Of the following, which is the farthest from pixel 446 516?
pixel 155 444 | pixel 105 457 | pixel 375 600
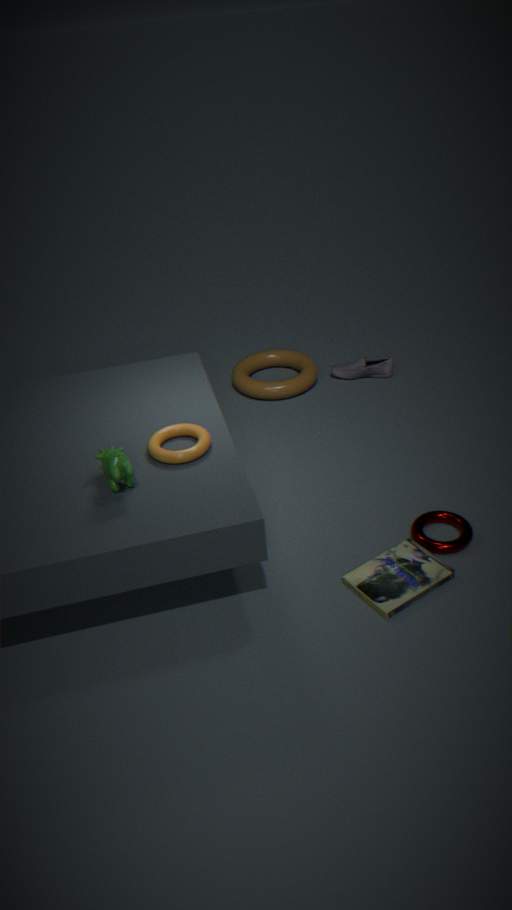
pixel 105 457
